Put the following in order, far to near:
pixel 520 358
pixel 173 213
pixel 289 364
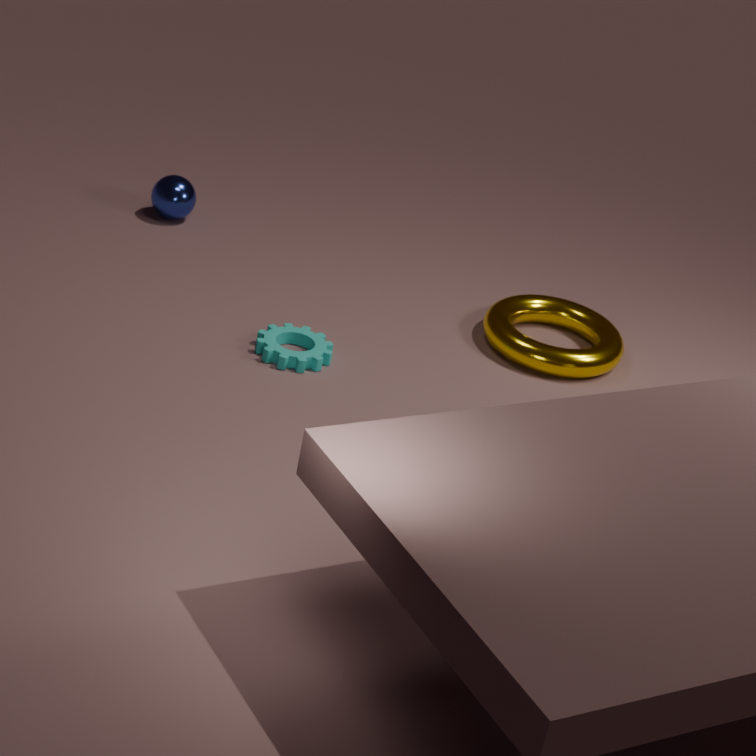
pixel 173 213, pixel 520 358, pixel 289 364
